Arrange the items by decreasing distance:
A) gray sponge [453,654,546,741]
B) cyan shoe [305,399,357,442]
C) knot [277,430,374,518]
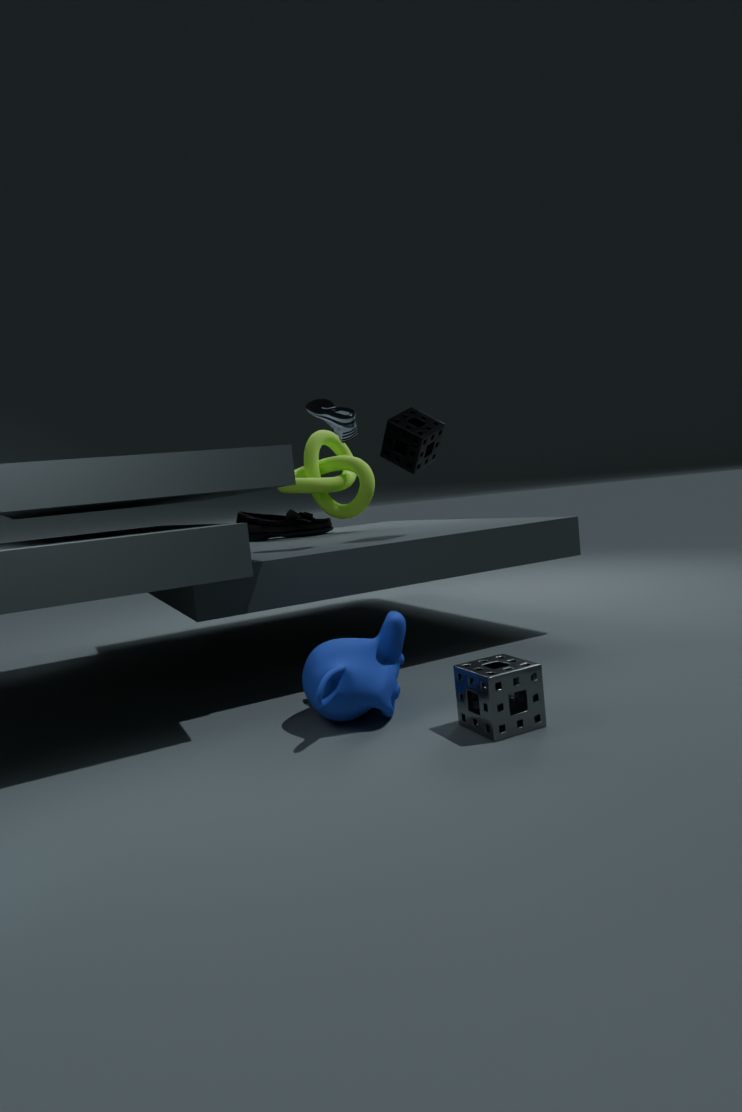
knot [277,430,374,518], cyan shoe [305,399,357,442], gray sponge [453,654,546,741]
